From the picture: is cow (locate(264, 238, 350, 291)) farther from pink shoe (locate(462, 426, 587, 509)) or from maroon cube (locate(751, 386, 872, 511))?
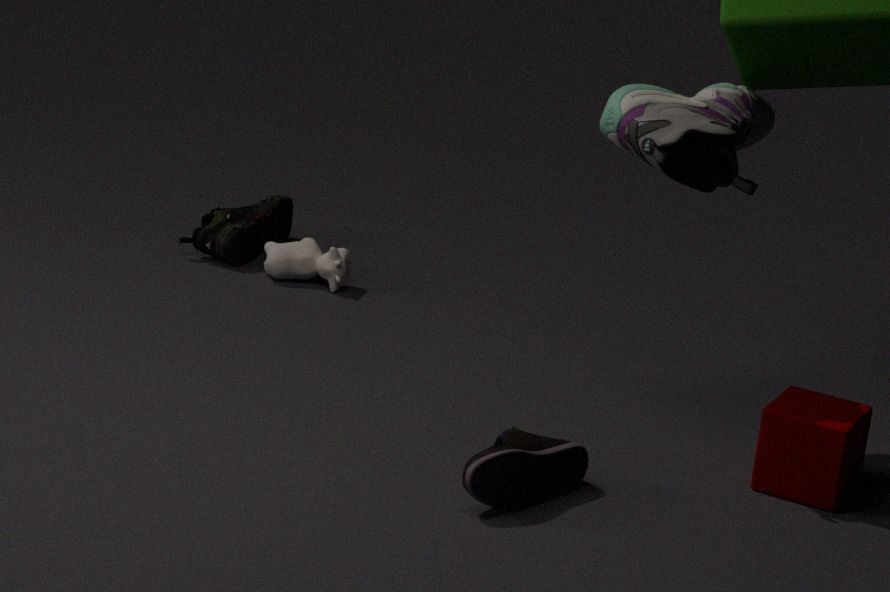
maroon cube (locate(751, 386, 872, 511))
